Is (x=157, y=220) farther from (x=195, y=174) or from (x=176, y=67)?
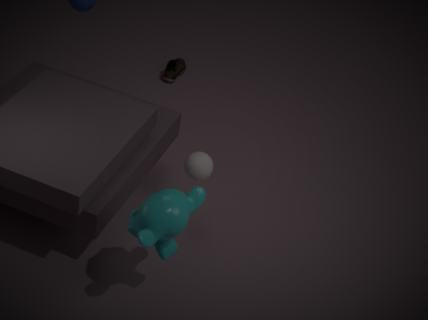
(x=176, y=67)
